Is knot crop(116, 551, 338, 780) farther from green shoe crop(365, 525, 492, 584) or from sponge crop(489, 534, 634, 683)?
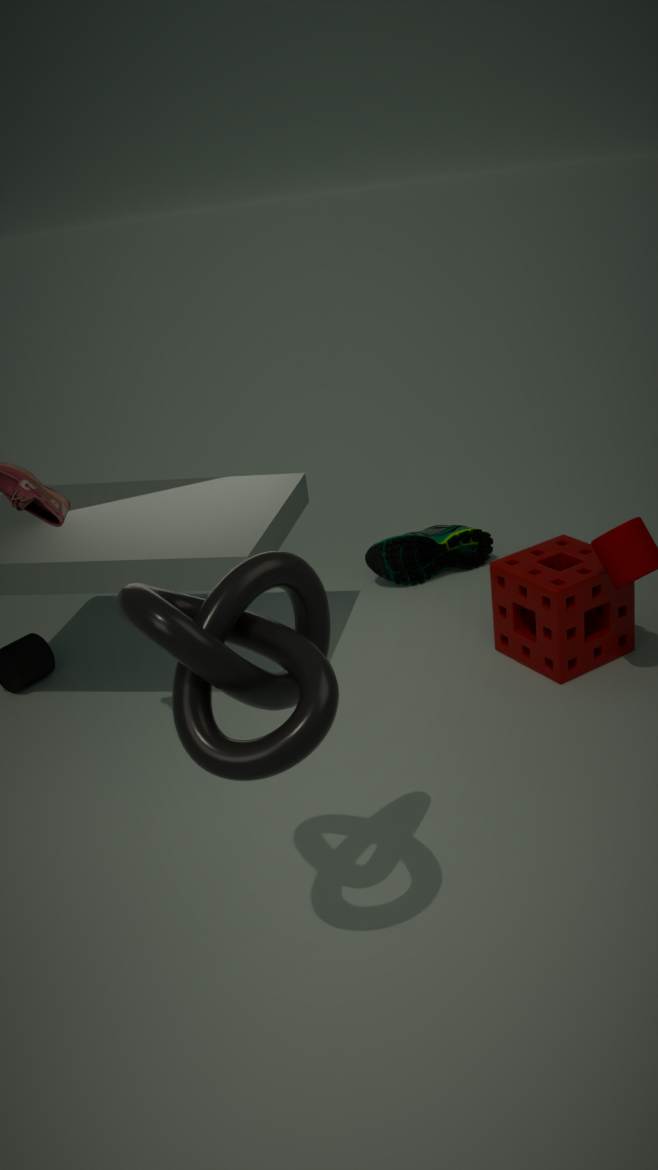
green shoe crop(365, 525, 492, 584)
